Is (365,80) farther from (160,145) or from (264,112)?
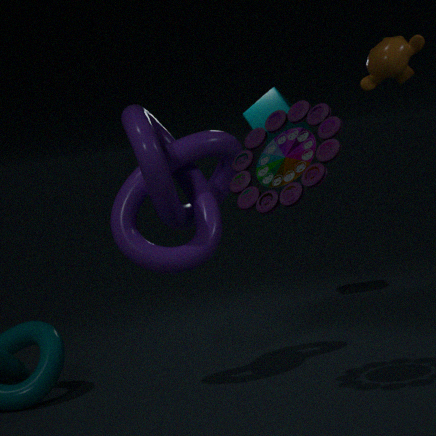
(264,112)
